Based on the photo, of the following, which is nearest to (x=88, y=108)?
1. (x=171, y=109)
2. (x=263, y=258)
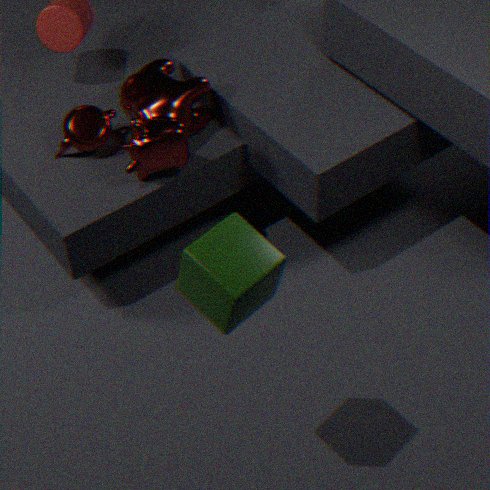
(x=171, y=109)
